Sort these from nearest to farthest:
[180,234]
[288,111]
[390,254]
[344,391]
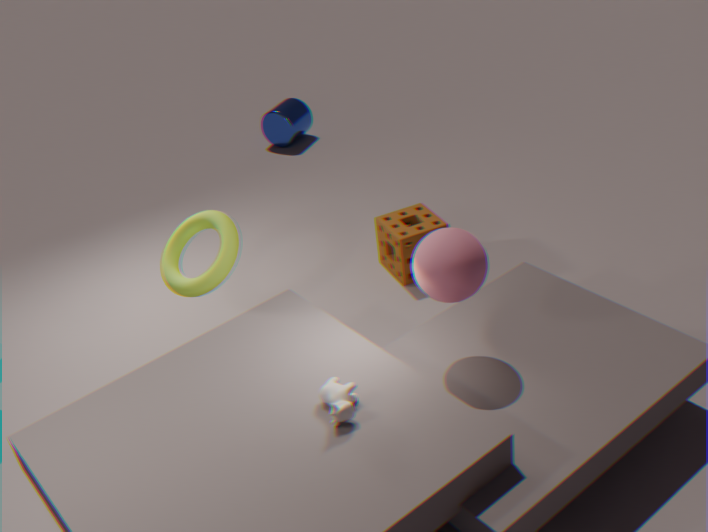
1. [344,391]
2. [180,234]
3. [390,254]
4. [288,111]
